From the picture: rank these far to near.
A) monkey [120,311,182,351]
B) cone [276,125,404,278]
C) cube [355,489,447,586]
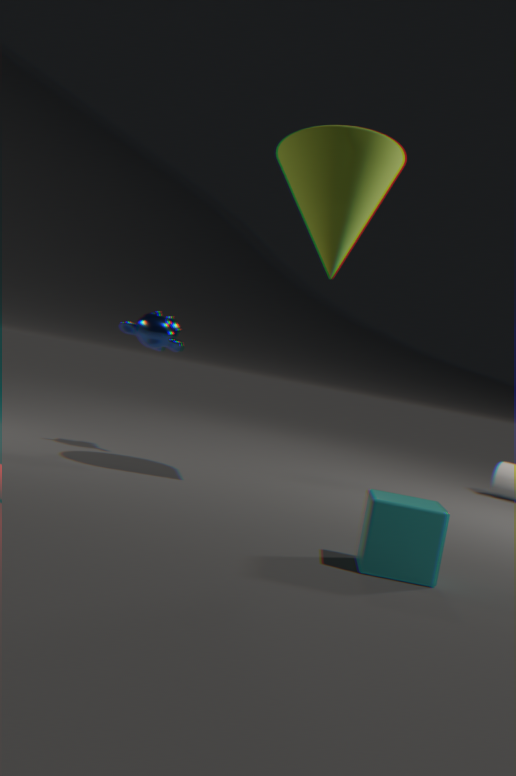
1. monkey [120,311,182,351]
2. cone [276,125,404,278]
3. cube [355,489,447,586]
